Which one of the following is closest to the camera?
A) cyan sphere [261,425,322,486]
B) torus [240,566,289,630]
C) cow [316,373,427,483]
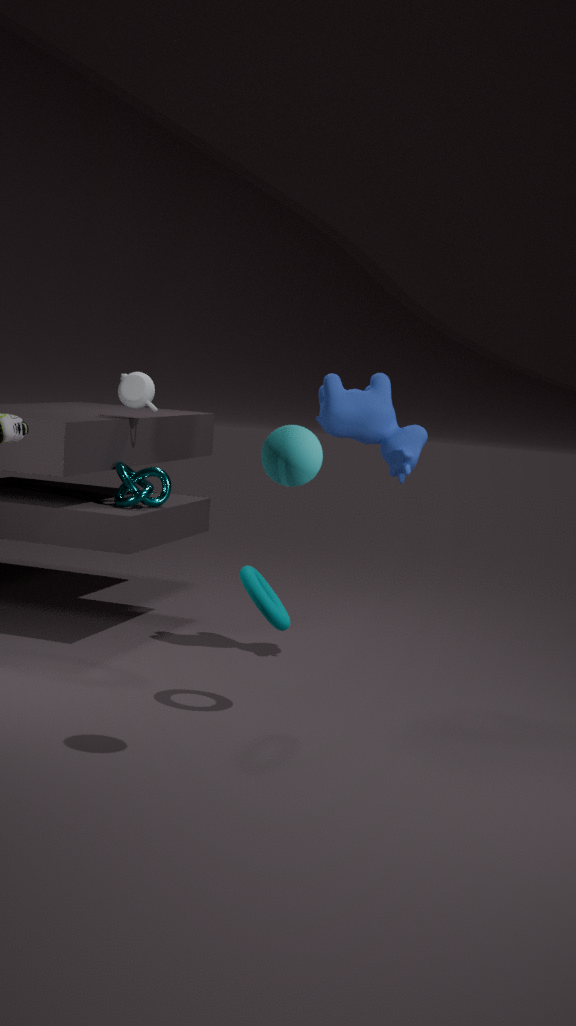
cyan sphere [261,425,322,486]
